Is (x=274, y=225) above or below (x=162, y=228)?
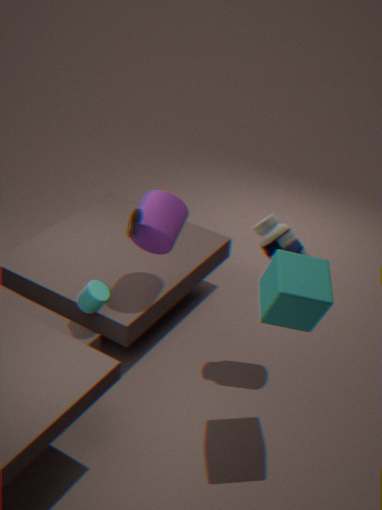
below
